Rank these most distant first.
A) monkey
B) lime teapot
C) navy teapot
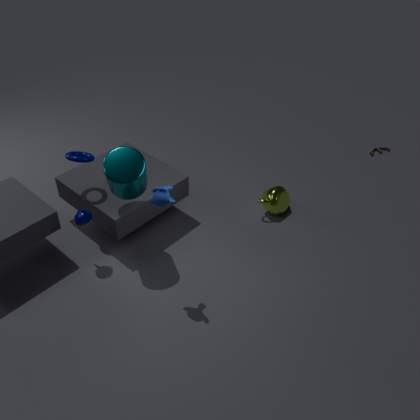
lime teapot
navy teapot
monkey
